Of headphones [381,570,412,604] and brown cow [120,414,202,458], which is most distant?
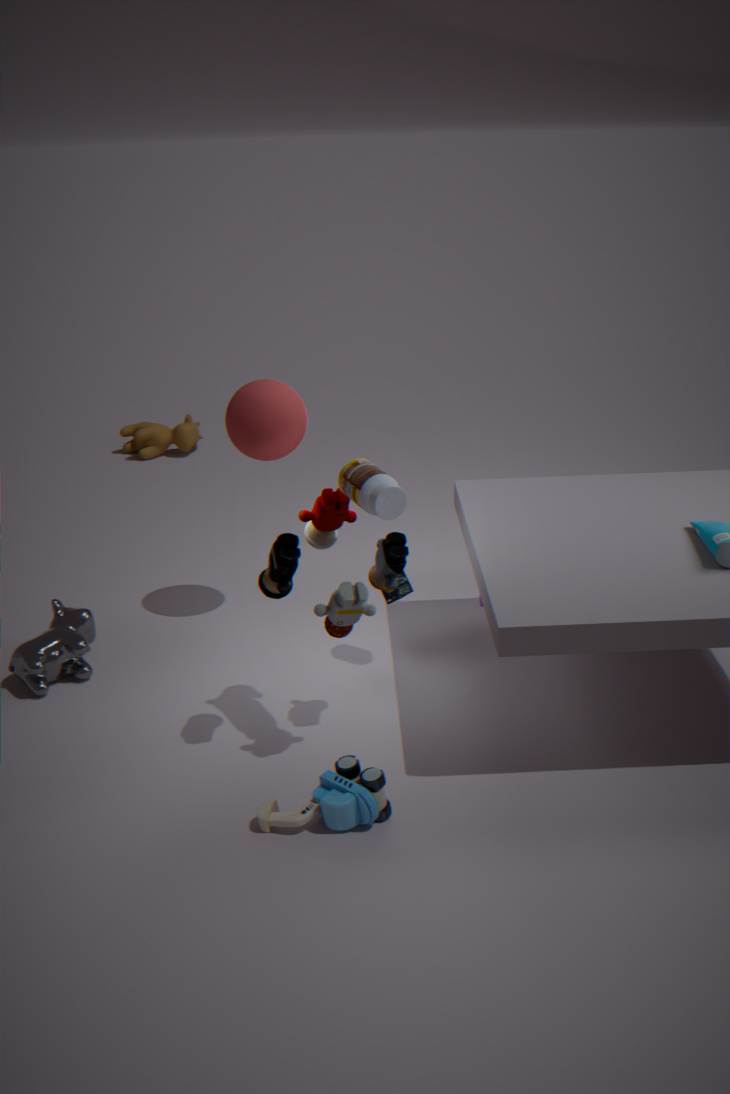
brown cow [120,414,202,458]
